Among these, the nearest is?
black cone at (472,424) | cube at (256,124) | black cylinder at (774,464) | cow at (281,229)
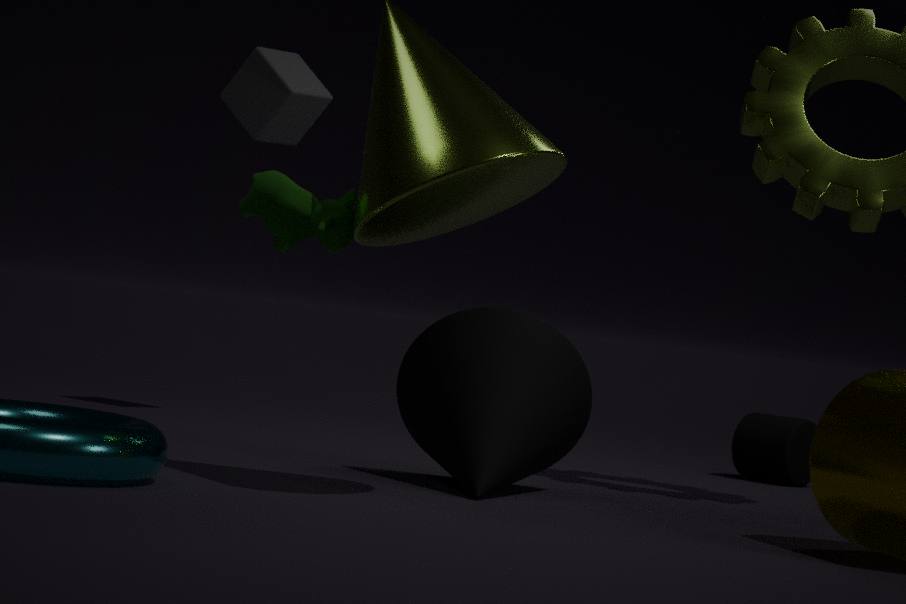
cow at (281,229)
